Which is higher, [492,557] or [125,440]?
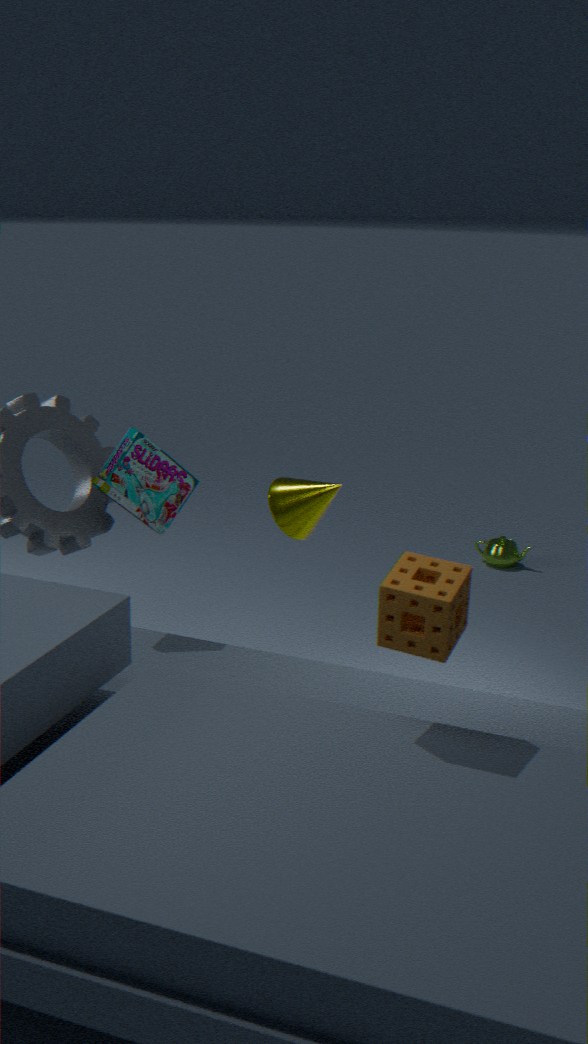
[125,440]
